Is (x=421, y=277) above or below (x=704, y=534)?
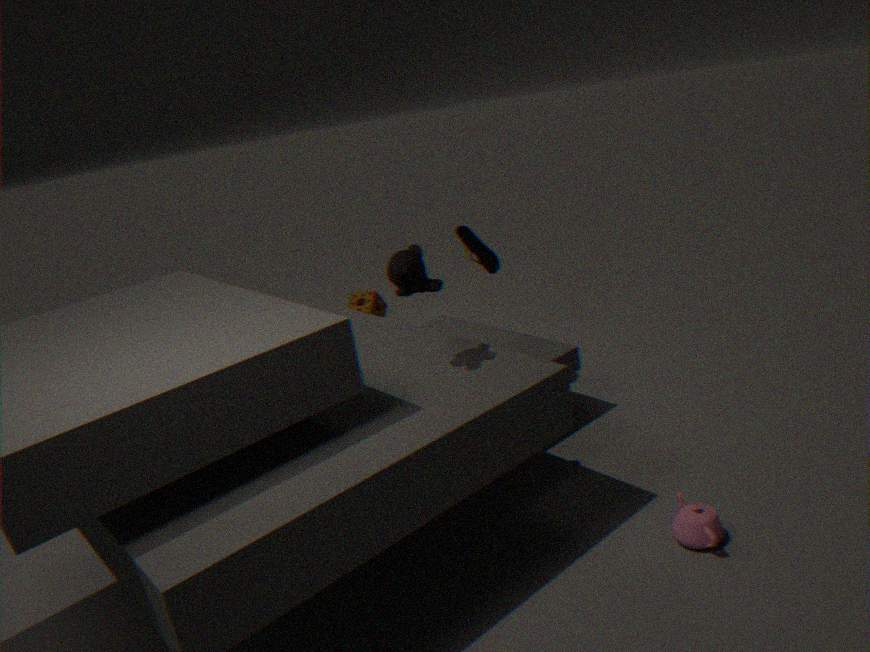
above
